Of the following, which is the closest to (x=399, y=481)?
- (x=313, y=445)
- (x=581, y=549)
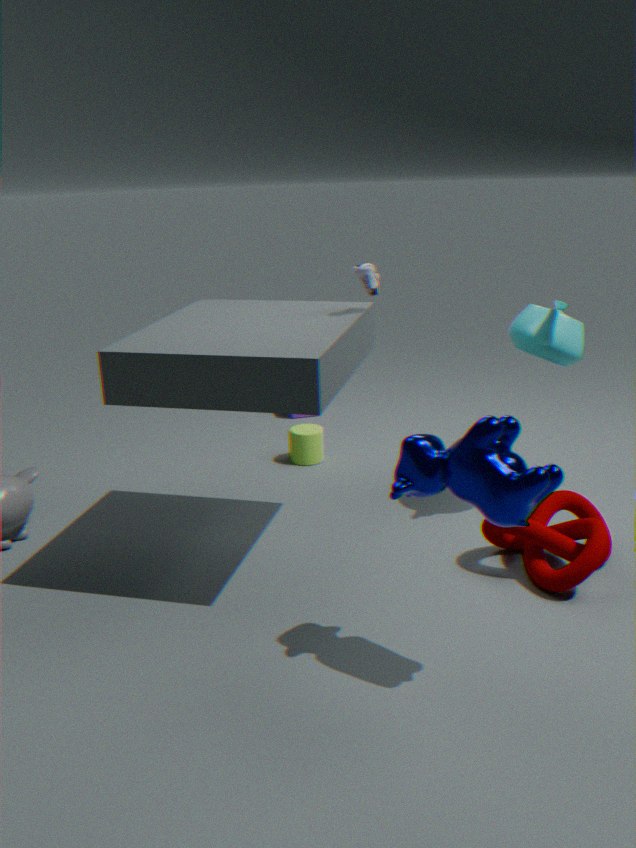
(x=581, y=549)
